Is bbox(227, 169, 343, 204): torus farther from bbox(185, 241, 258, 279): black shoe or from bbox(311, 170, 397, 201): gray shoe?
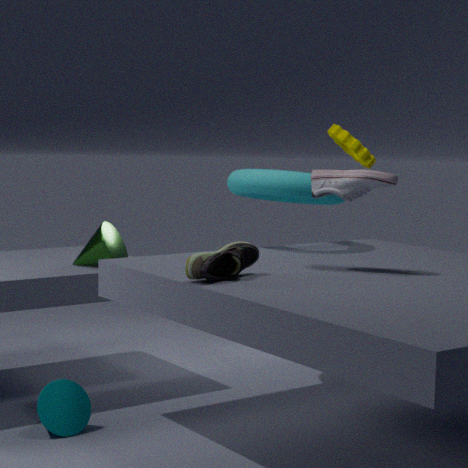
bbox(185, 241, 258, 279): black shoe
